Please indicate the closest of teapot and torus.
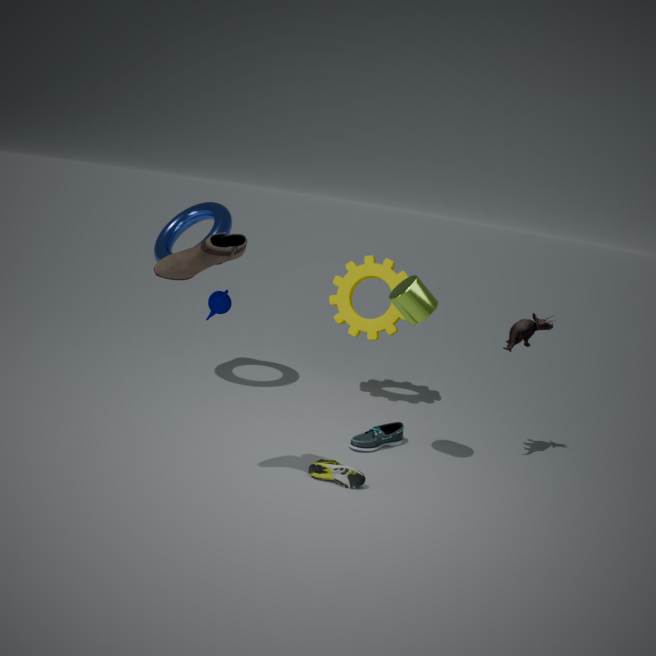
torus
